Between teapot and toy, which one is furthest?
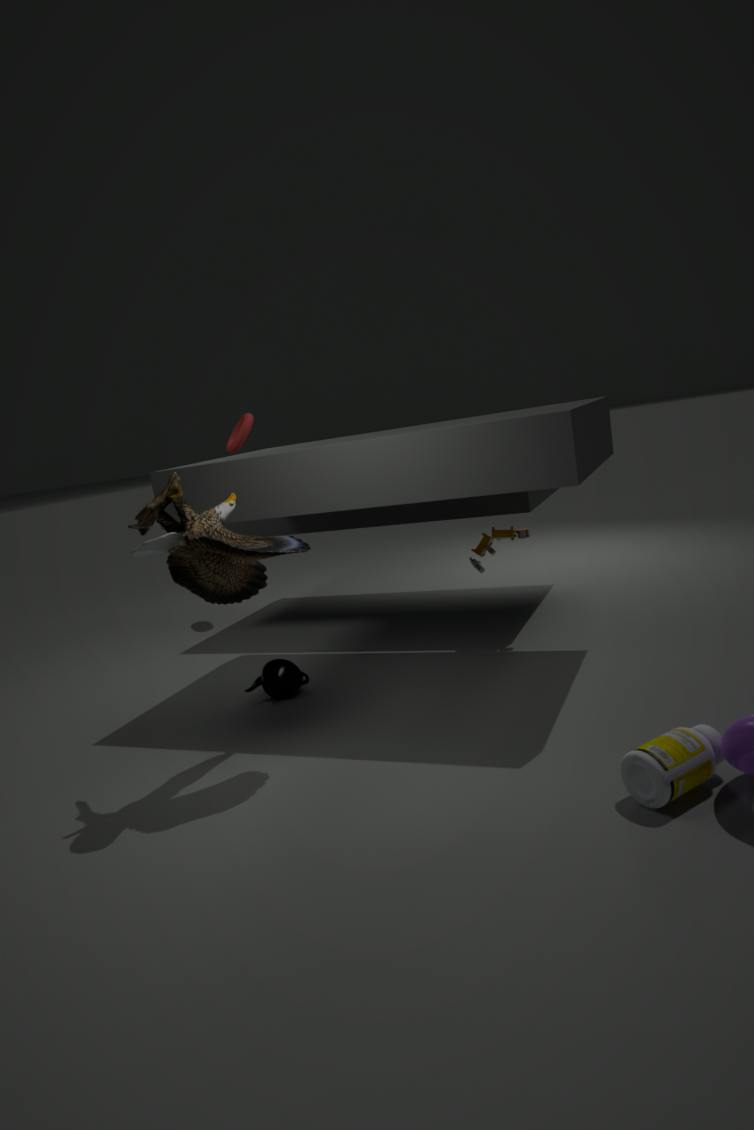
teapot
